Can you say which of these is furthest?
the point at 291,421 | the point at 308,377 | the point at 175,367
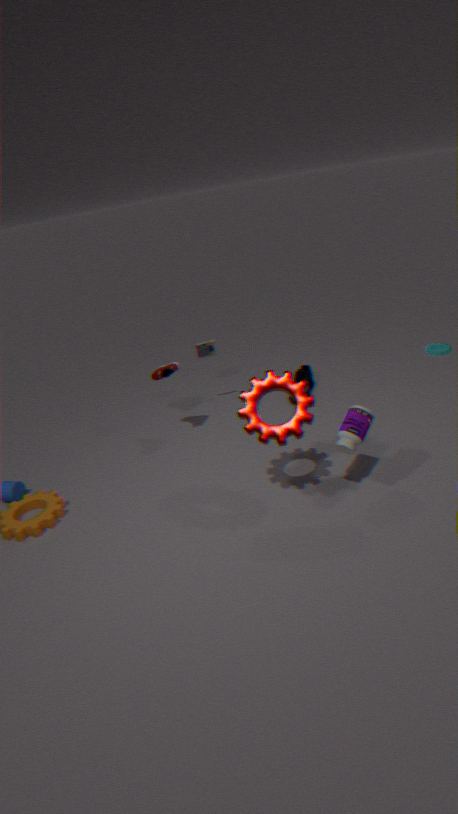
the point at 308,377
